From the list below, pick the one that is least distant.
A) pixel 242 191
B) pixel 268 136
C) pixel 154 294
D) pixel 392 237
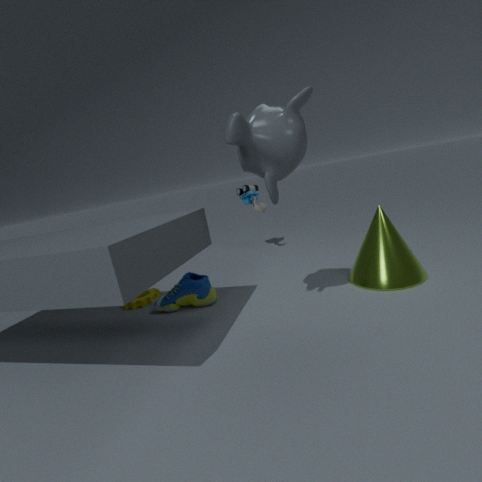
pixel 268 136
